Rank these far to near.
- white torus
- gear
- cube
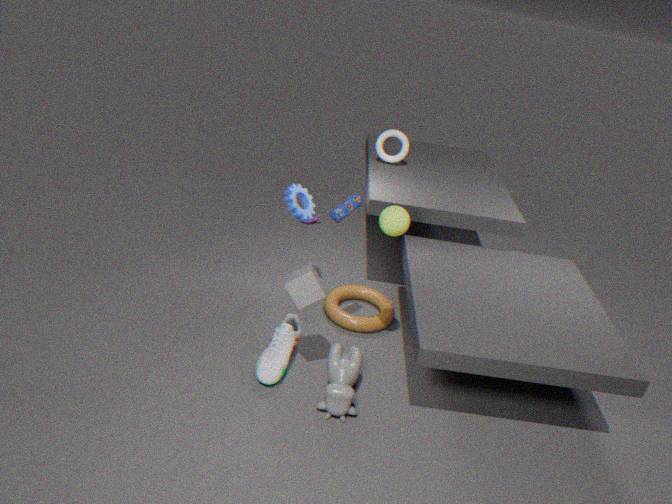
1. white torus
2. gear
3. cube
